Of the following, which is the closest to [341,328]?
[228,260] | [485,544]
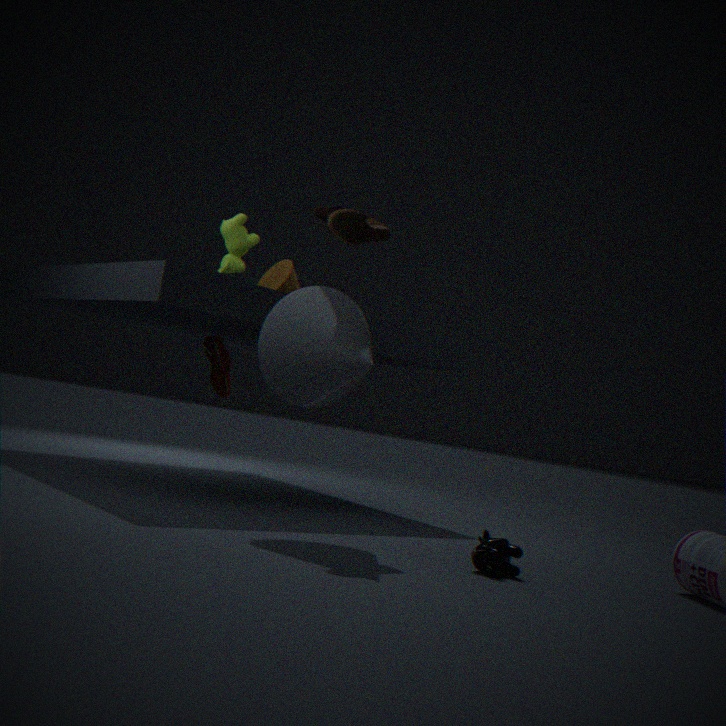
[485,544]
